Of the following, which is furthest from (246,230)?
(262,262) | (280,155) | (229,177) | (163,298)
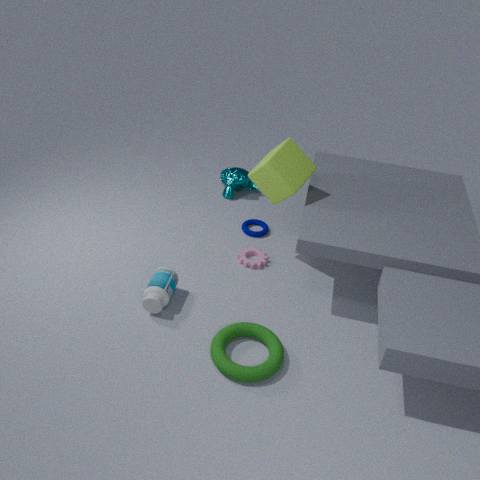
(163,298)
